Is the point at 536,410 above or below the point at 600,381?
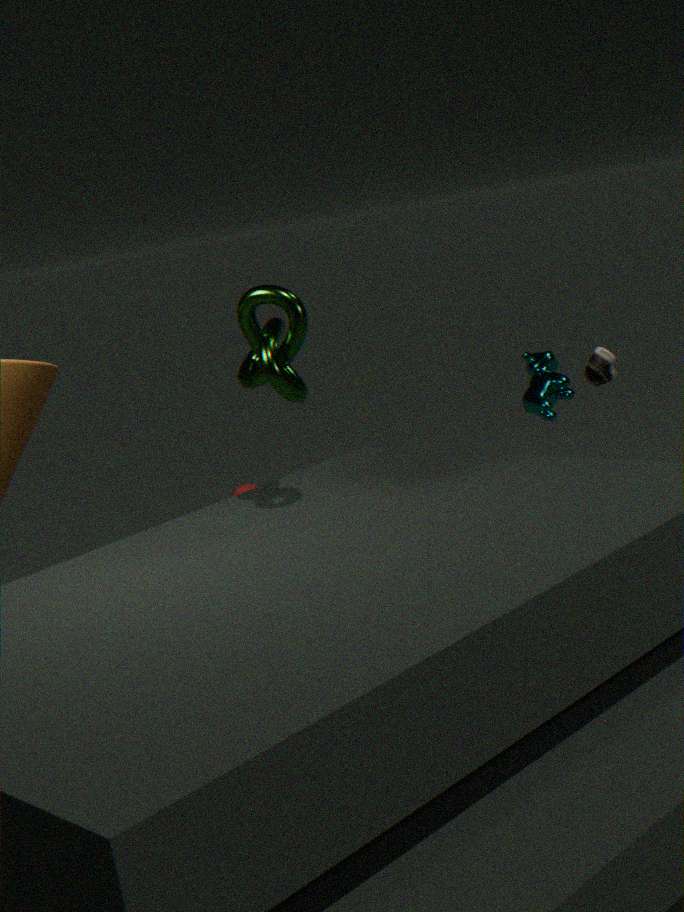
below
